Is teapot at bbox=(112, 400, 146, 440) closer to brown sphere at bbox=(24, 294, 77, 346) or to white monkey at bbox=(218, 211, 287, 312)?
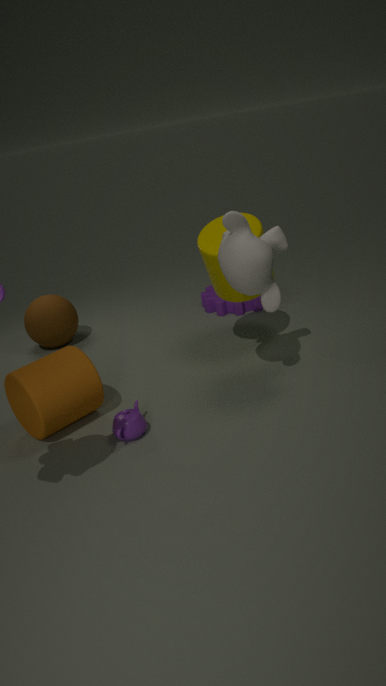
white monkey at bbox=(218, 211, 287, 312)
